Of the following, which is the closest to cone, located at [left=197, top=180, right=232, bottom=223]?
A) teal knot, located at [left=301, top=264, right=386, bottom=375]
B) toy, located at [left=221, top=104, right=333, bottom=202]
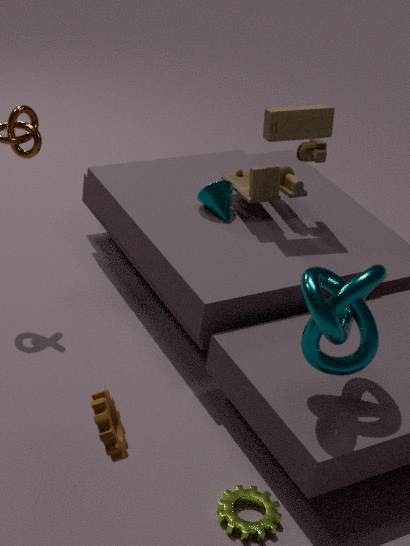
toy, located at [left=221, top=104, right=333, bottom=202]
